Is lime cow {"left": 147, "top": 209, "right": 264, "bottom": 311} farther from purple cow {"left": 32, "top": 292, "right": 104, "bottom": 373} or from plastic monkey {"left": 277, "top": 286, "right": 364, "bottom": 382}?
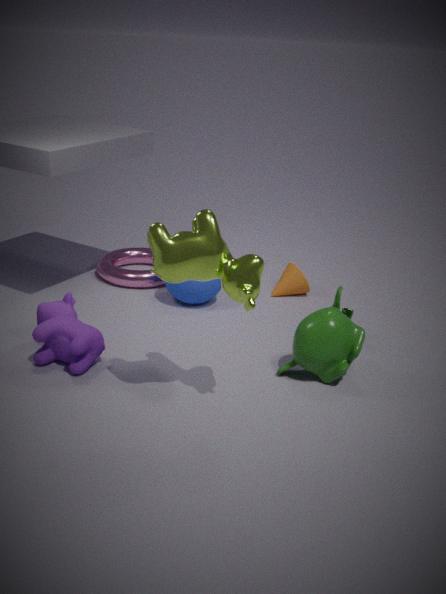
purple cow {"left": 32, "top": 292, "right": 104, "bottom": 373}
